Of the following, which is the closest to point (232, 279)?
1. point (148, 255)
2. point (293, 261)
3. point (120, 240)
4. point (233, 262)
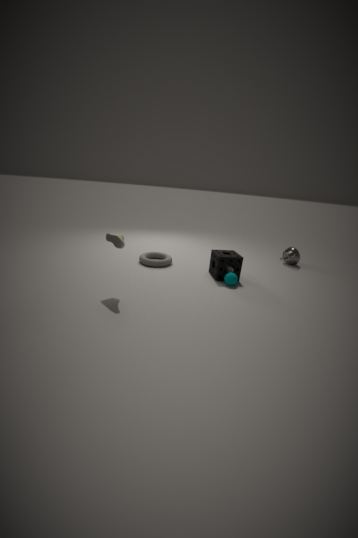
point (233, 262)
